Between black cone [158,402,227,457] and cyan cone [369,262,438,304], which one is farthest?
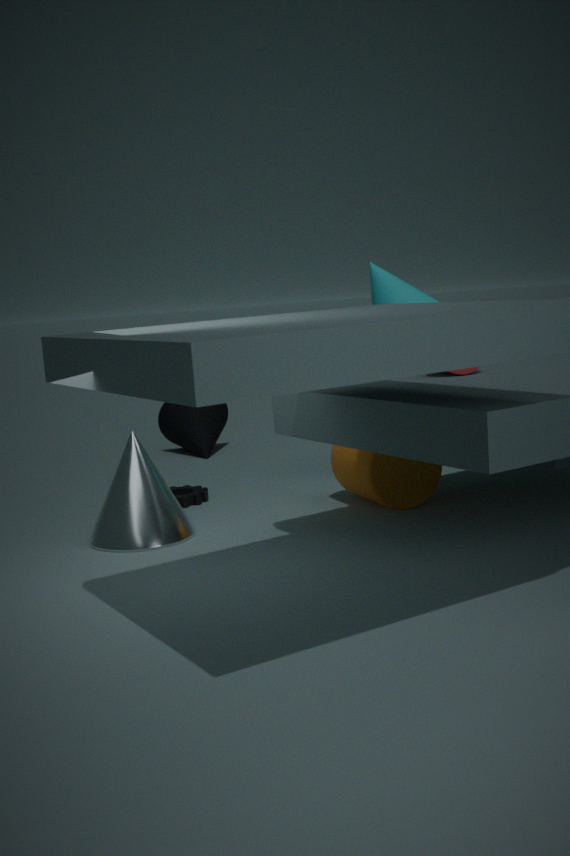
black cone [158,402,227,457]
